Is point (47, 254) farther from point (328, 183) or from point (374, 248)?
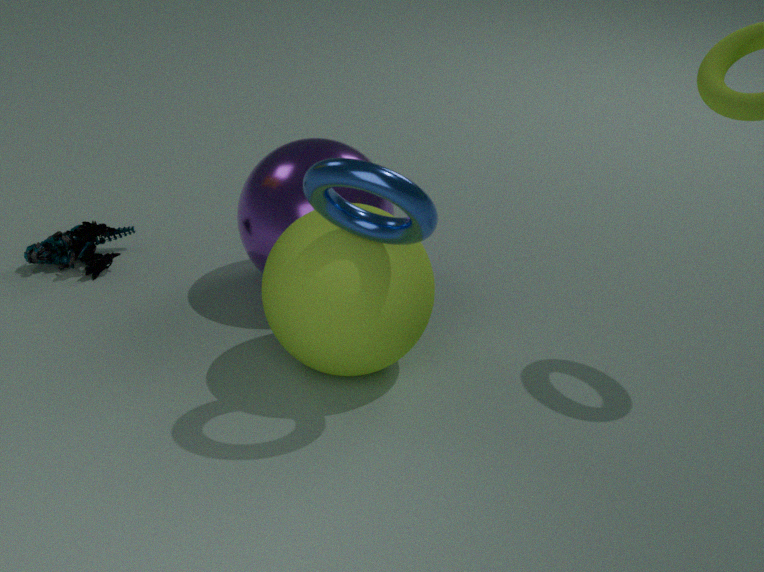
point (328, 183)
